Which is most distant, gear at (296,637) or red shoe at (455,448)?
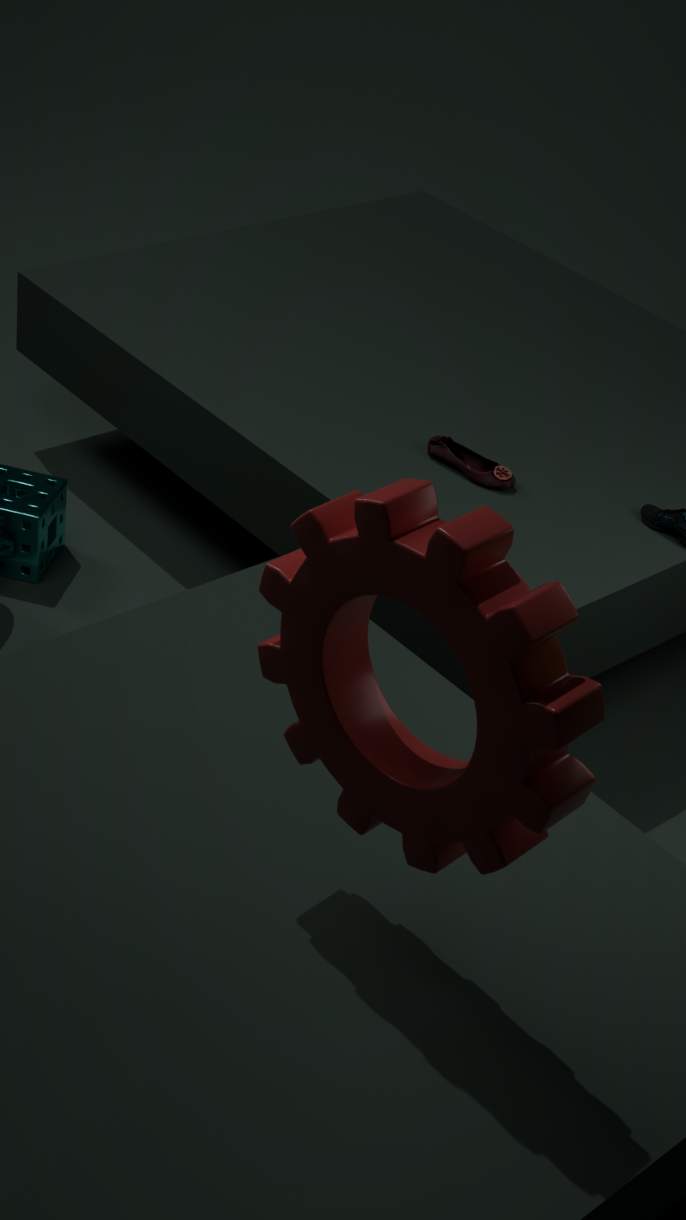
red shoe at (455,448)
